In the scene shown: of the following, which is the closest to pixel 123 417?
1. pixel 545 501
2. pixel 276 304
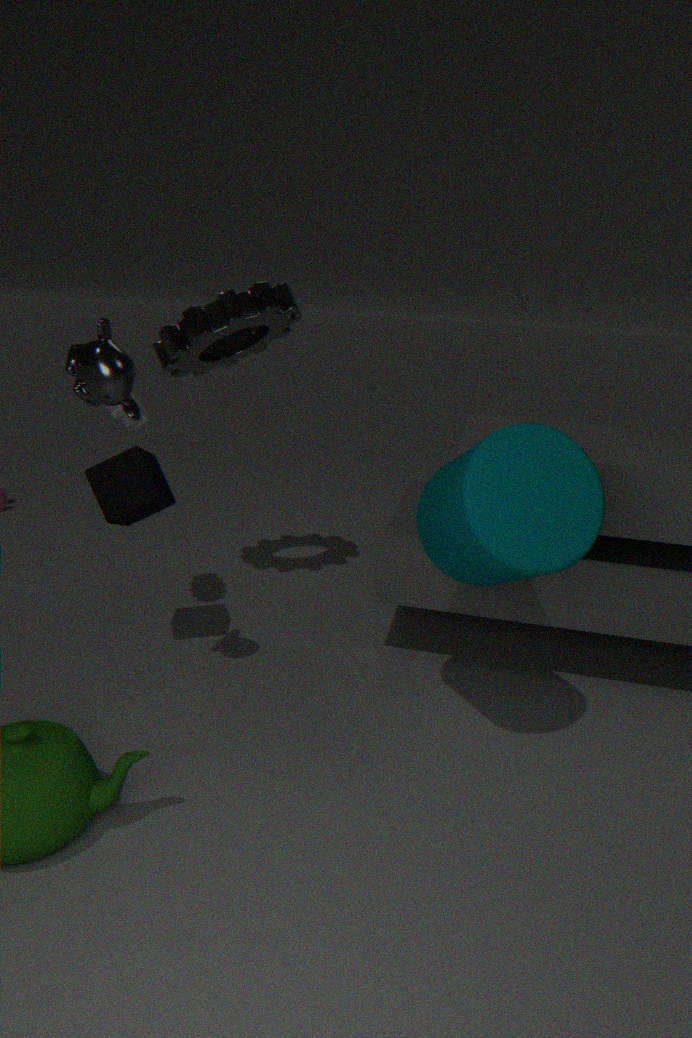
pixel 276 304
